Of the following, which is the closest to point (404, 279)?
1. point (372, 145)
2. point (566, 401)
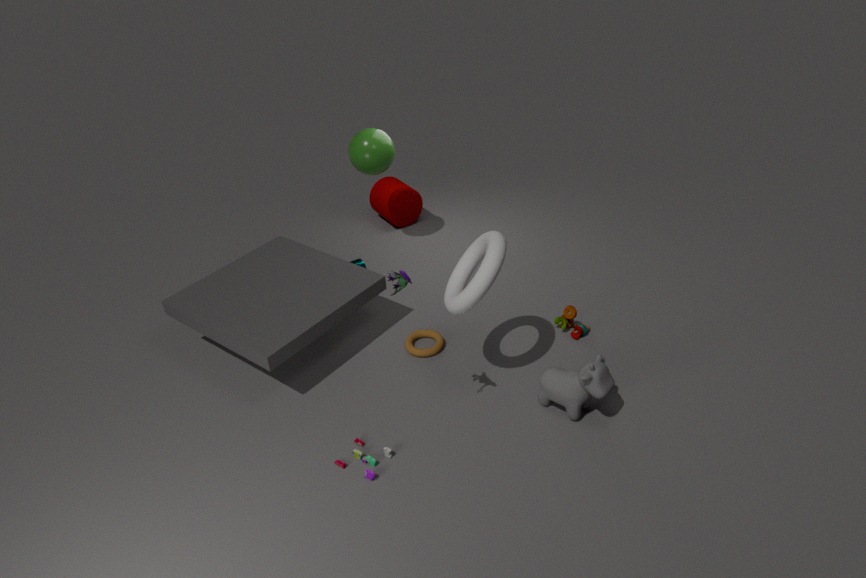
point (566, 401)
